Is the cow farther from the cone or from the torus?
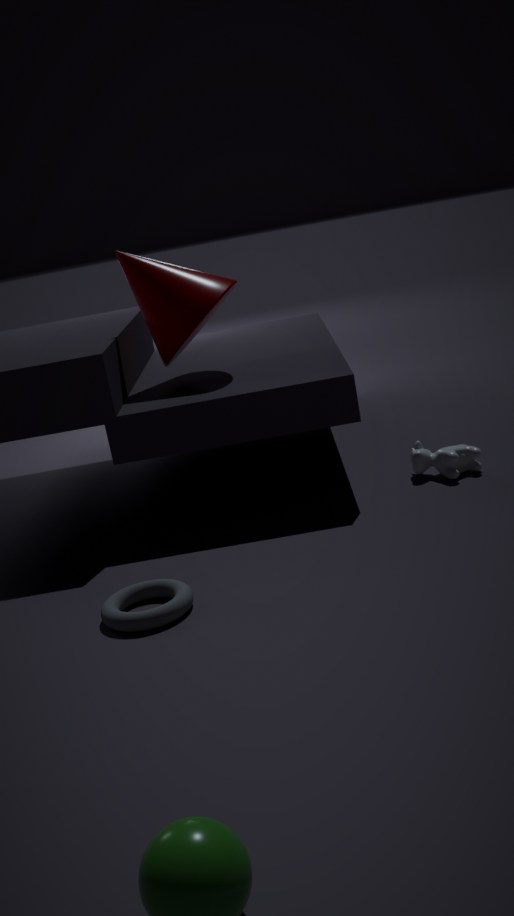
the torus
